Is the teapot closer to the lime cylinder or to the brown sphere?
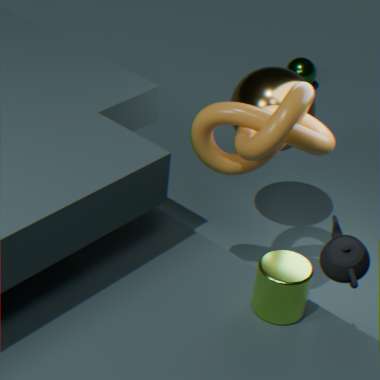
the lime cylinder
